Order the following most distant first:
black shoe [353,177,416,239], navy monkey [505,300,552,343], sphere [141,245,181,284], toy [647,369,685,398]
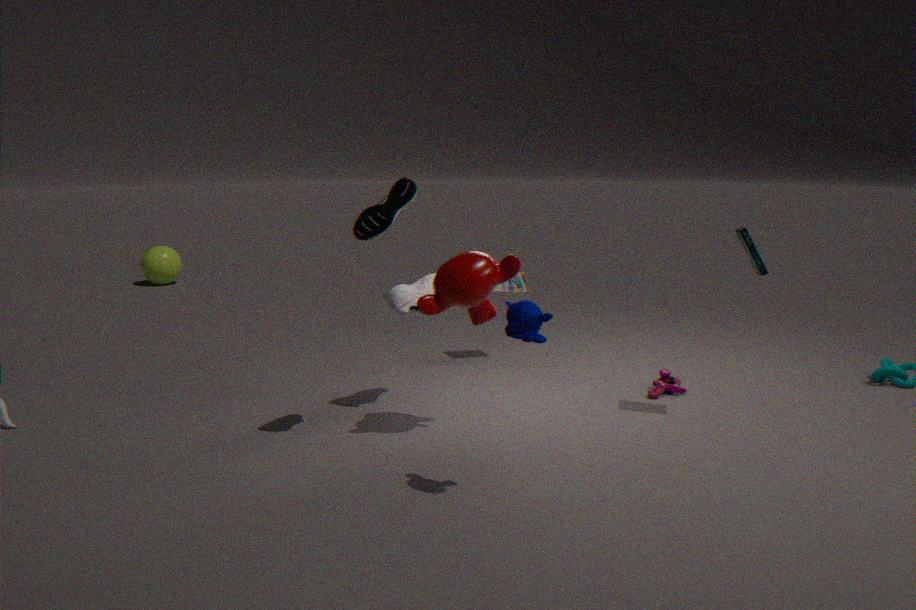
sphere [141,245,181,284] < toy [647,369,685,398] < black shoe [353,177,416,239] < navy monkey [505,300,552,343]
